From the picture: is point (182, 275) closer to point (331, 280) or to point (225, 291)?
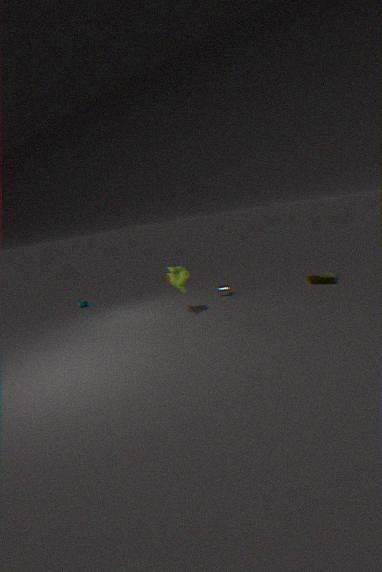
point (225, 291)
